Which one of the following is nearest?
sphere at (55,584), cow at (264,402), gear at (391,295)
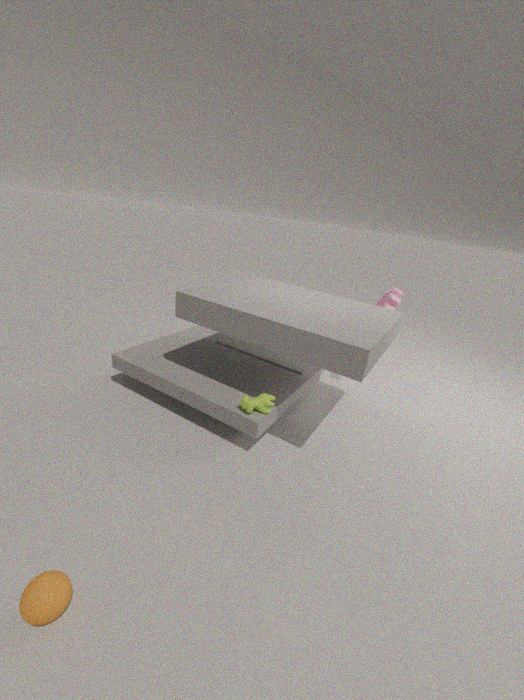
sphere at (55,584)
